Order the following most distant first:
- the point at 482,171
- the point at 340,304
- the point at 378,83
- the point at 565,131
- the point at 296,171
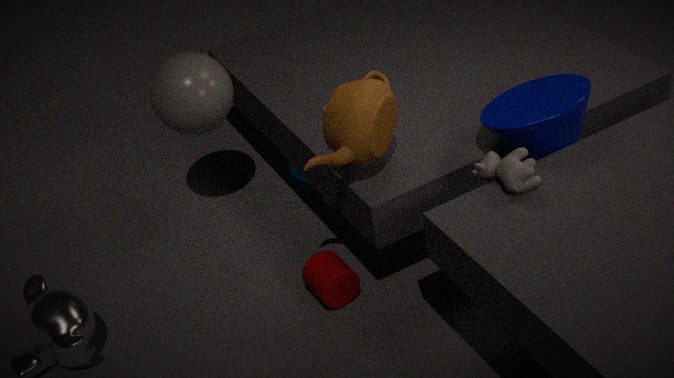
1. the point at 296,171
2. the point at 340,304
3. the point at 378,83
4. the point at 565,131
5. the point at 482,171
